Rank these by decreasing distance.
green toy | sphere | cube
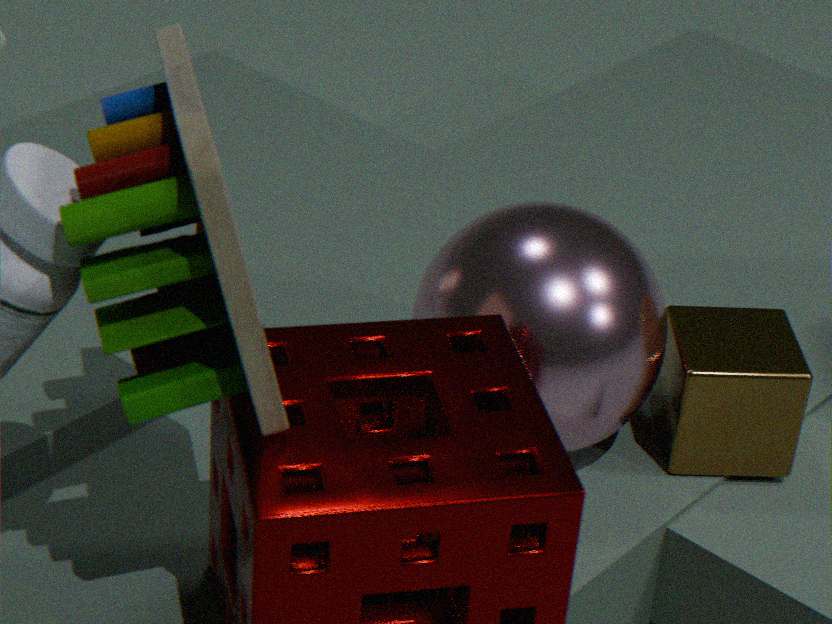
cube < sphere < green toy
